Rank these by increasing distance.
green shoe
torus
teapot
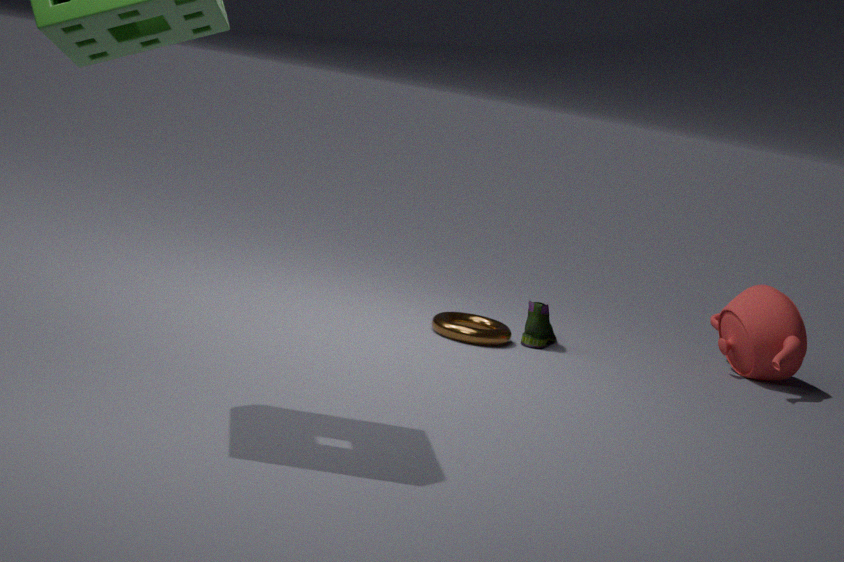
torus, teapot, green shoe
